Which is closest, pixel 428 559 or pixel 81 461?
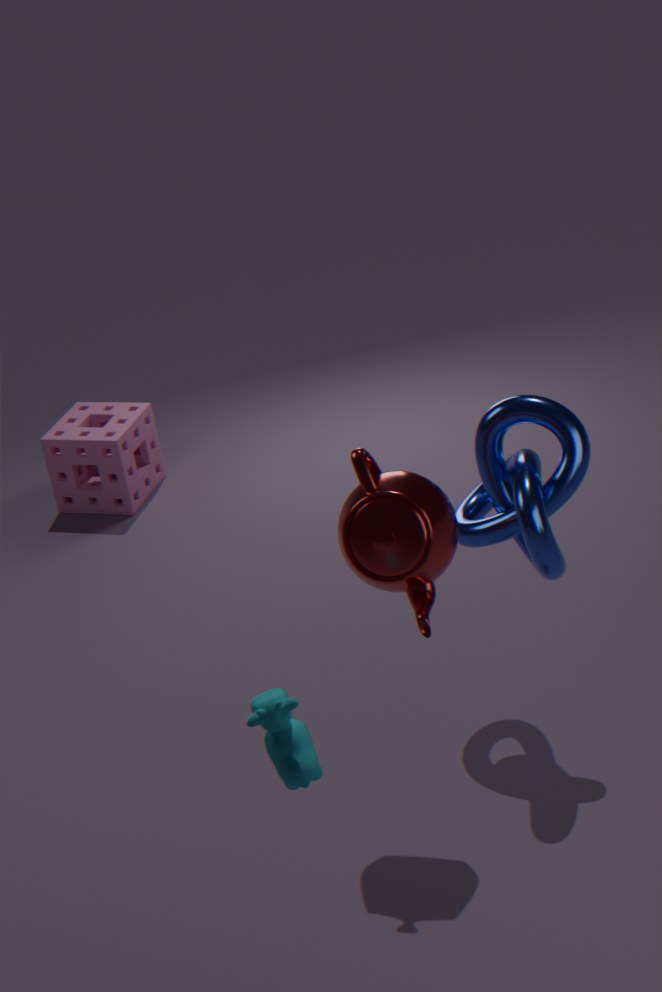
pixel 428 559
